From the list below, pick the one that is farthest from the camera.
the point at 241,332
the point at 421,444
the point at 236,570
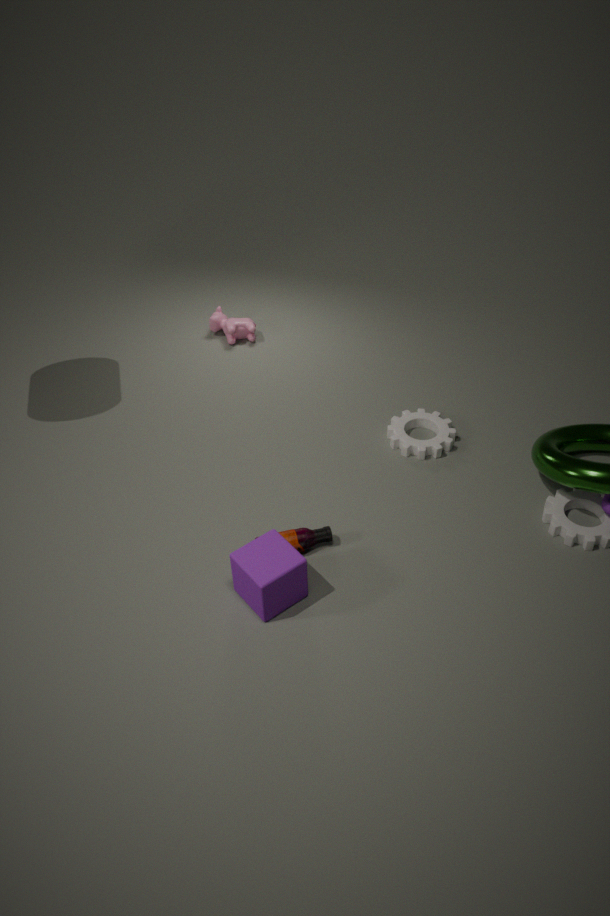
the point at 241,332
